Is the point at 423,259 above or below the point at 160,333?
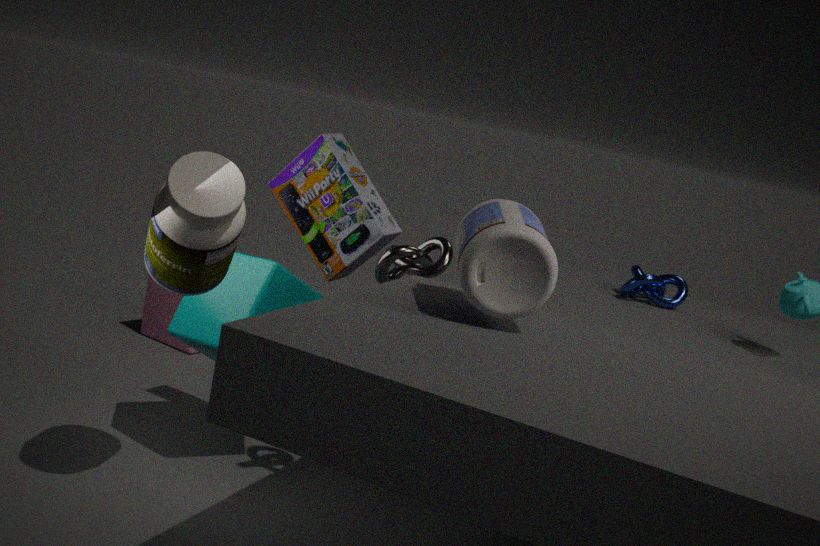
above
